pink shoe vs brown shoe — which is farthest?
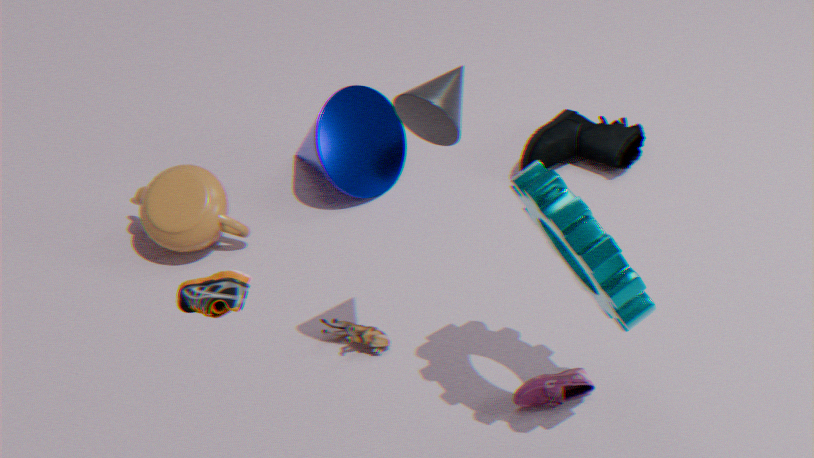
pink shoe
